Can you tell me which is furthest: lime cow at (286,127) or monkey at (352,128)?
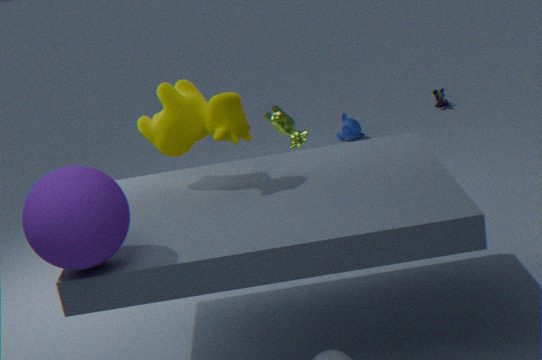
monkey at (352,128)
